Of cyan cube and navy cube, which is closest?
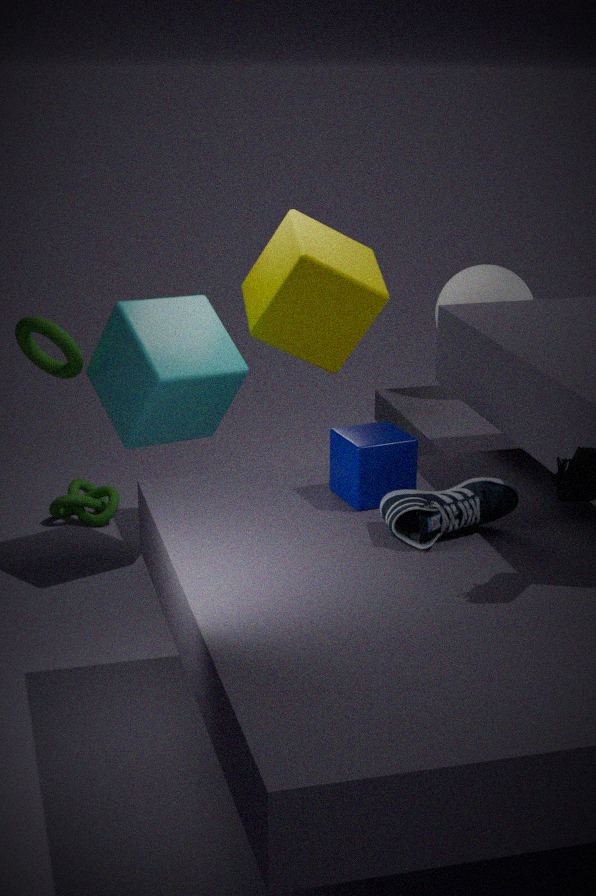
navy cube
